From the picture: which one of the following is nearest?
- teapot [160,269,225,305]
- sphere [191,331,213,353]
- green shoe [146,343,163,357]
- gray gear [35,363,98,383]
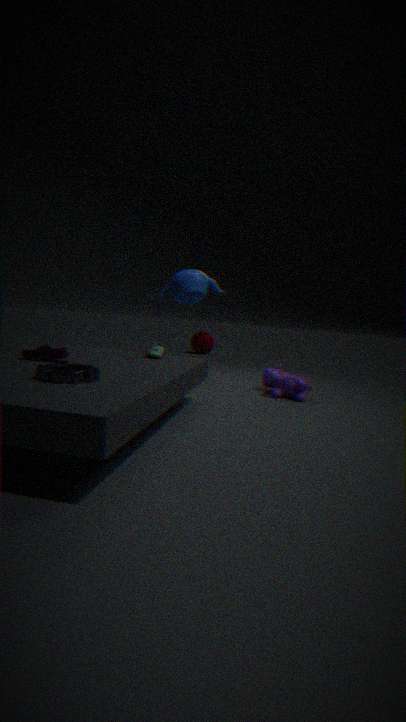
gray gear [35,363,98,383]
